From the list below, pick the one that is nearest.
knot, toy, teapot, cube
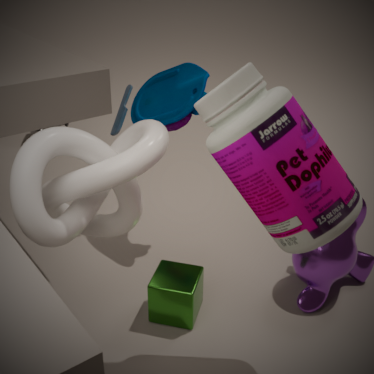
knot
